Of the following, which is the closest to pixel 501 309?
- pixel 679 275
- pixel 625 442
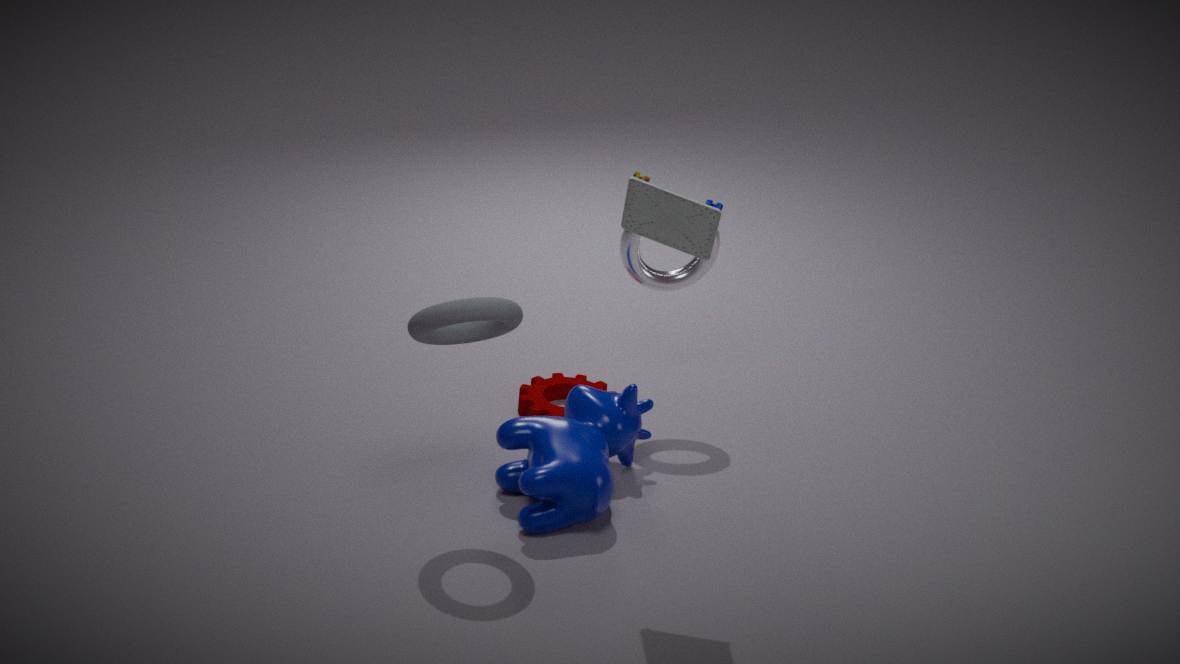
pixel 625 442
